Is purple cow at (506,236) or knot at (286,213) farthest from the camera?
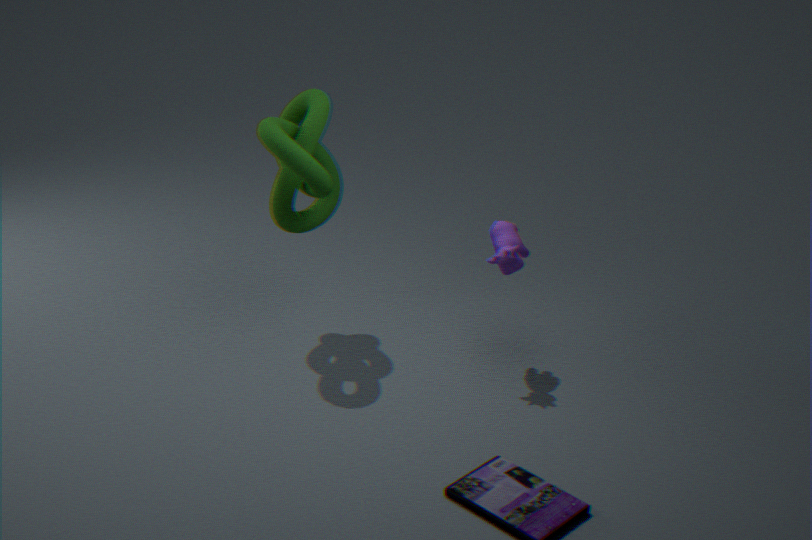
purple cow at (506,236)
